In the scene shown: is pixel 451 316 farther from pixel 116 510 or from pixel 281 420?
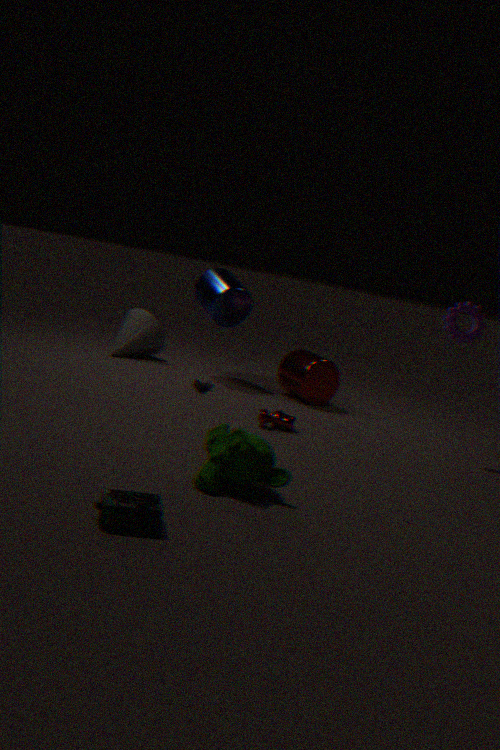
pixel 116 510
